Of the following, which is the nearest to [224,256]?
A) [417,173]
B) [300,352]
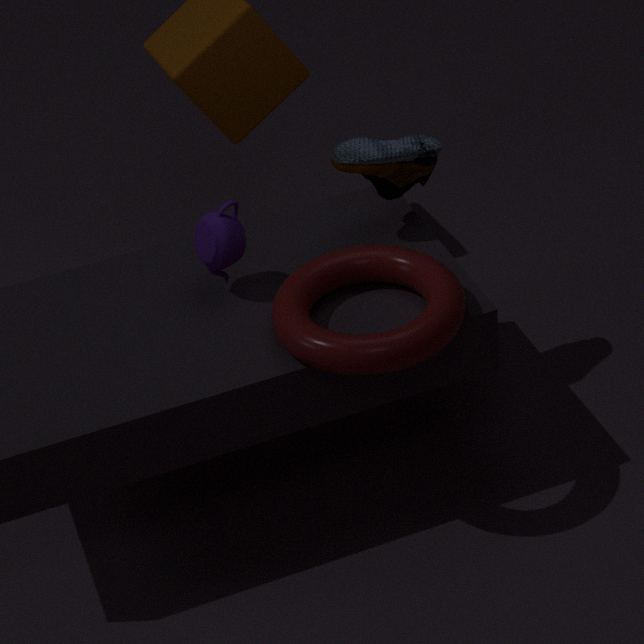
[300,352]
